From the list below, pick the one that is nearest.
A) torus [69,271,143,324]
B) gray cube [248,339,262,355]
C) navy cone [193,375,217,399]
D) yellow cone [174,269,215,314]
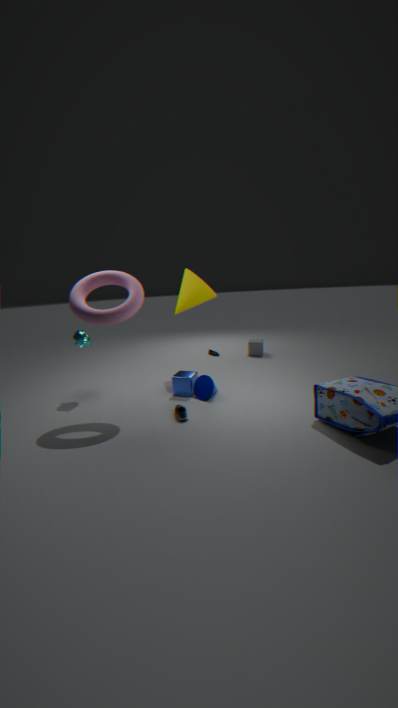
torus [69,271,143,324]
